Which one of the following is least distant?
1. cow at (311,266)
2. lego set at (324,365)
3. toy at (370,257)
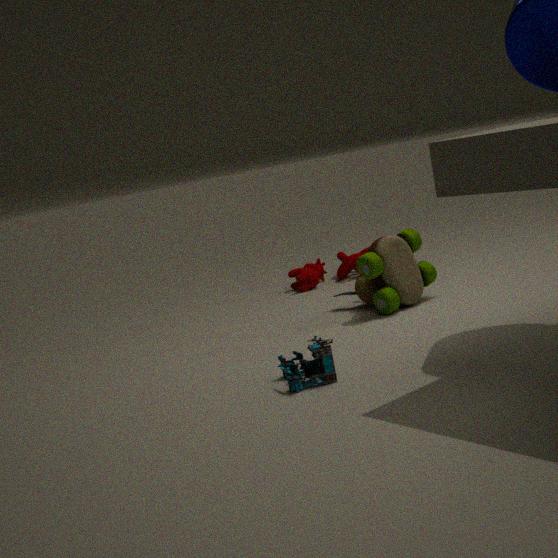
lego set at (324,365)
